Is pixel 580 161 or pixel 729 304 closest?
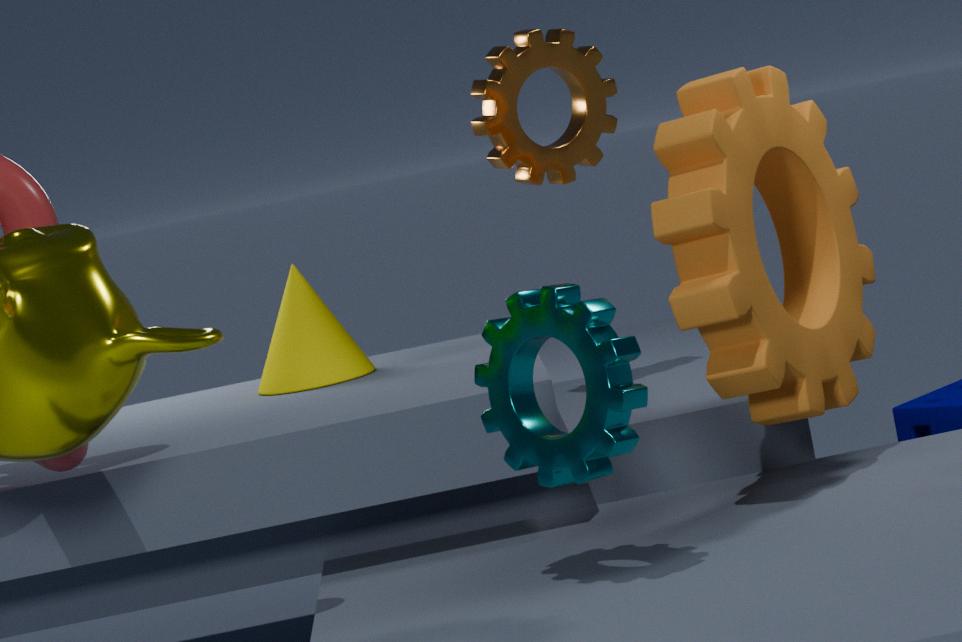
pixel 729 304
